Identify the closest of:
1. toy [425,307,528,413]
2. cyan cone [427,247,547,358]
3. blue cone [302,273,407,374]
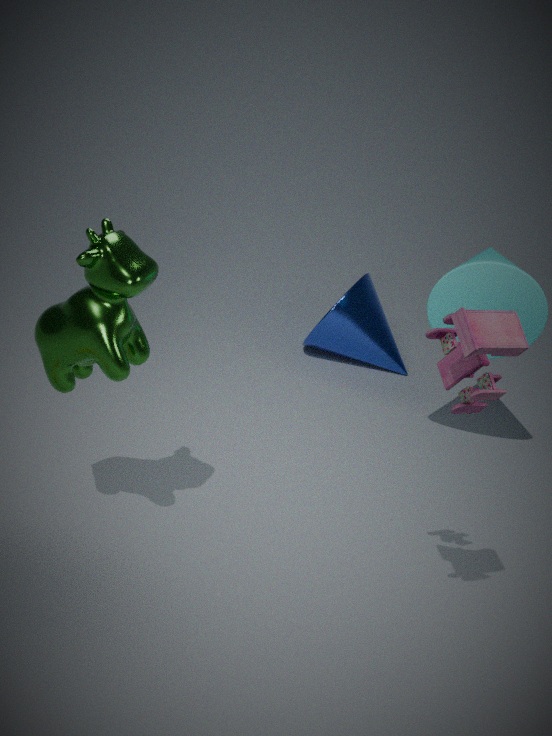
toy [425,307,528,413]
